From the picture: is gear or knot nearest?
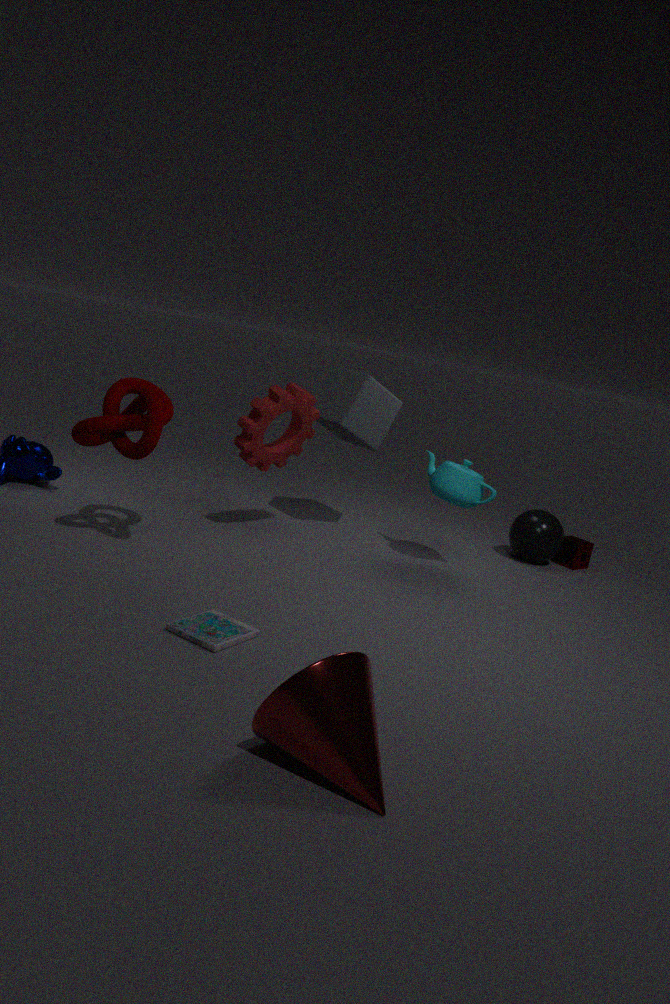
knot
